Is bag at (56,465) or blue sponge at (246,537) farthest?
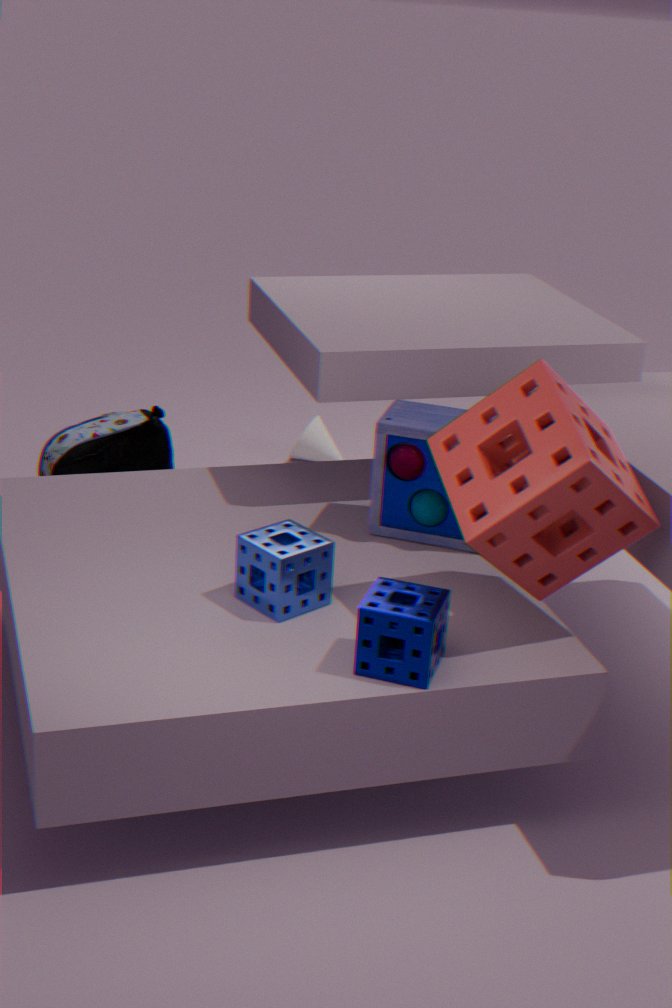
bag at (56,465)
